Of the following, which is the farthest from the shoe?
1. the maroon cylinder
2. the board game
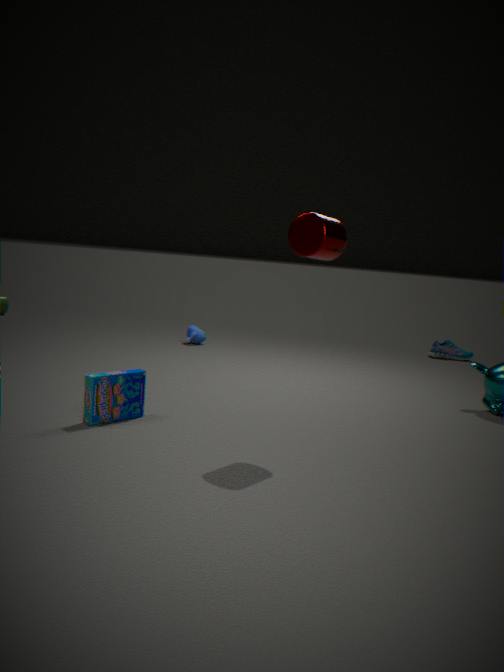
the board game
